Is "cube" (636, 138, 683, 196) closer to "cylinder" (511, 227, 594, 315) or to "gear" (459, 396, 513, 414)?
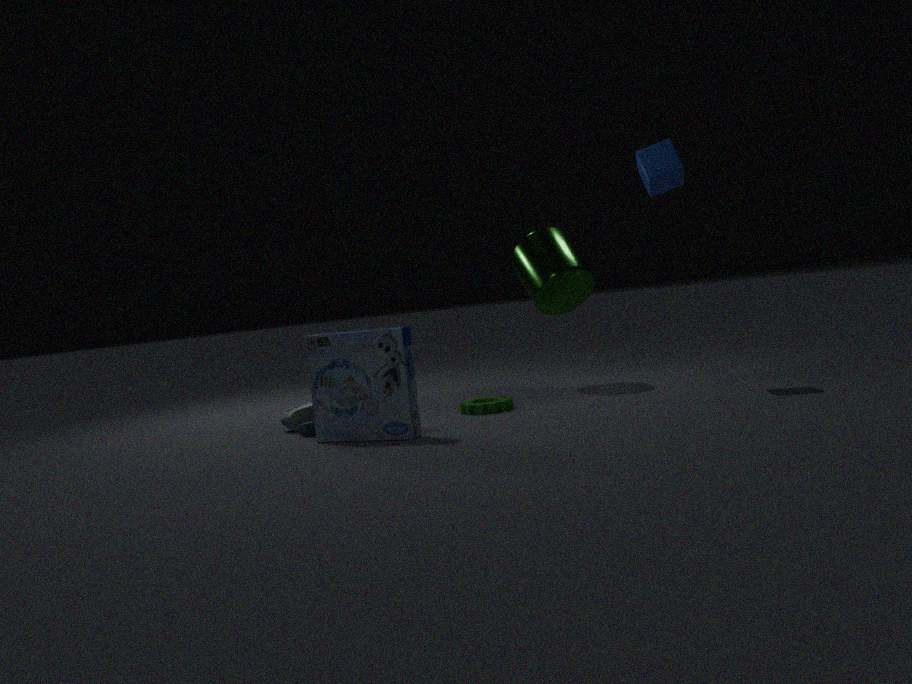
"cylinder" (511, 227, 594, 315)
